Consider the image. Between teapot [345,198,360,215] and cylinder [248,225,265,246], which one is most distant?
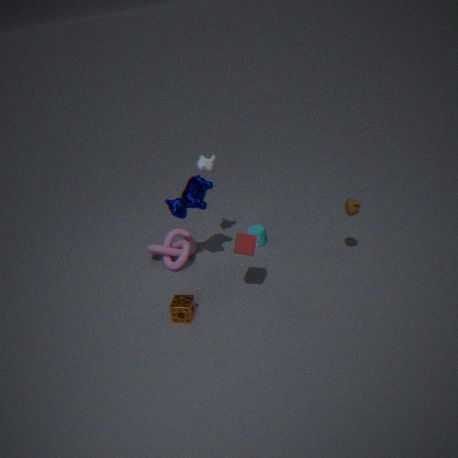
cylinder [248,225,265,246]
